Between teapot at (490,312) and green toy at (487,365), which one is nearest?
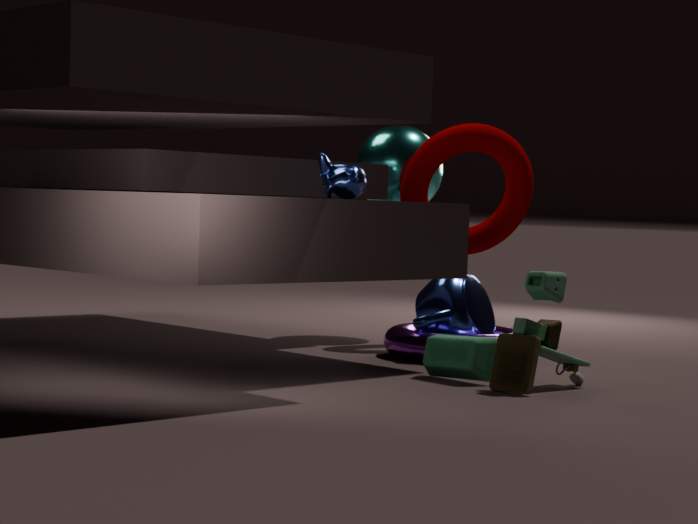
green toy at (487,365)
